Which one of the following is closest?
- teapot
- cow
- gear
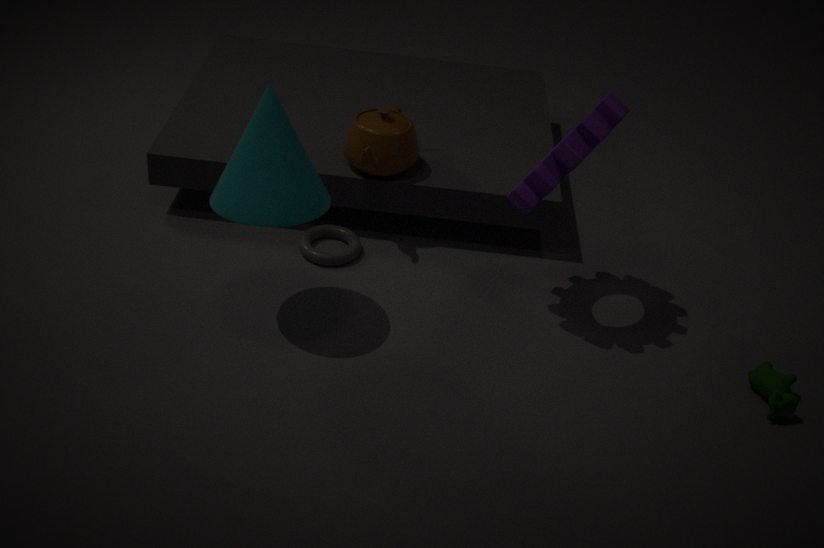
gear
